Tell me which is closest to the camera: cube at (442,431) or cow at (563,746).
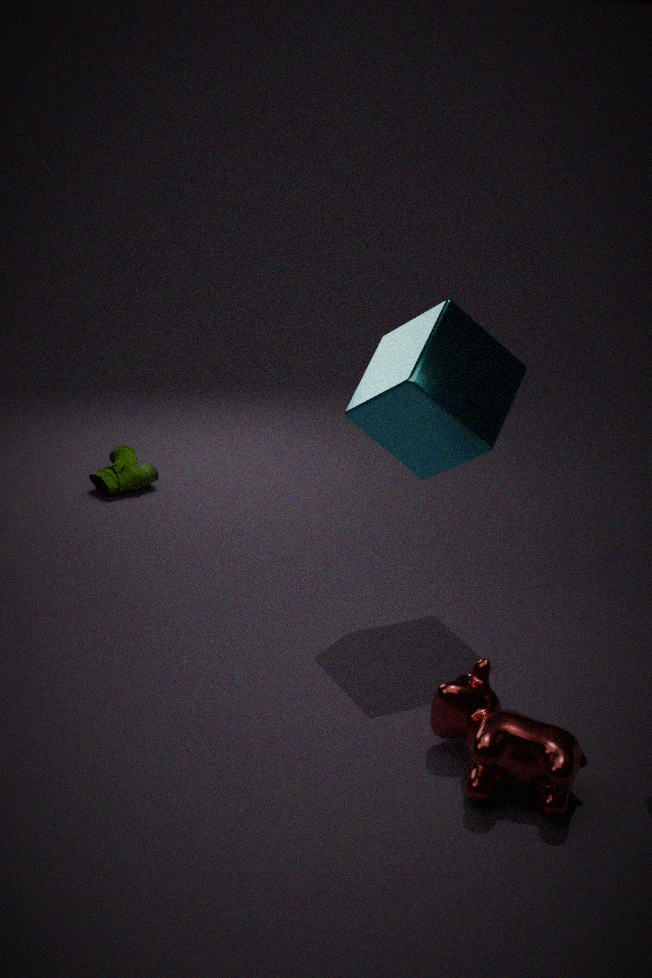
cow at (563,746)
